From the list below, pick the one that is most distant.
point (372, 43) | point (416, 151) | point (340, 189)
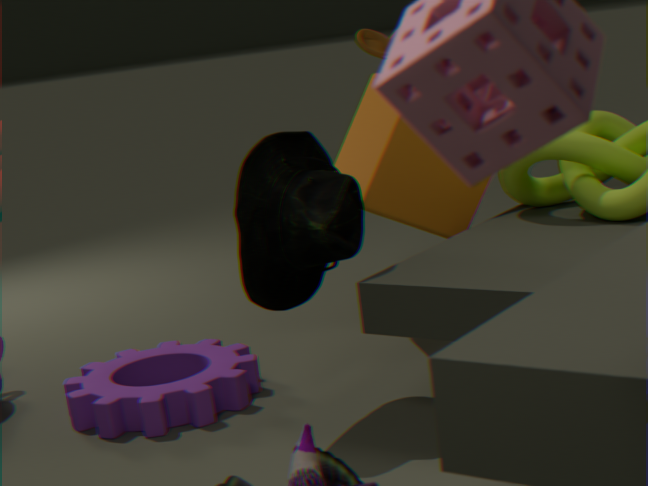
point (372, 43)
